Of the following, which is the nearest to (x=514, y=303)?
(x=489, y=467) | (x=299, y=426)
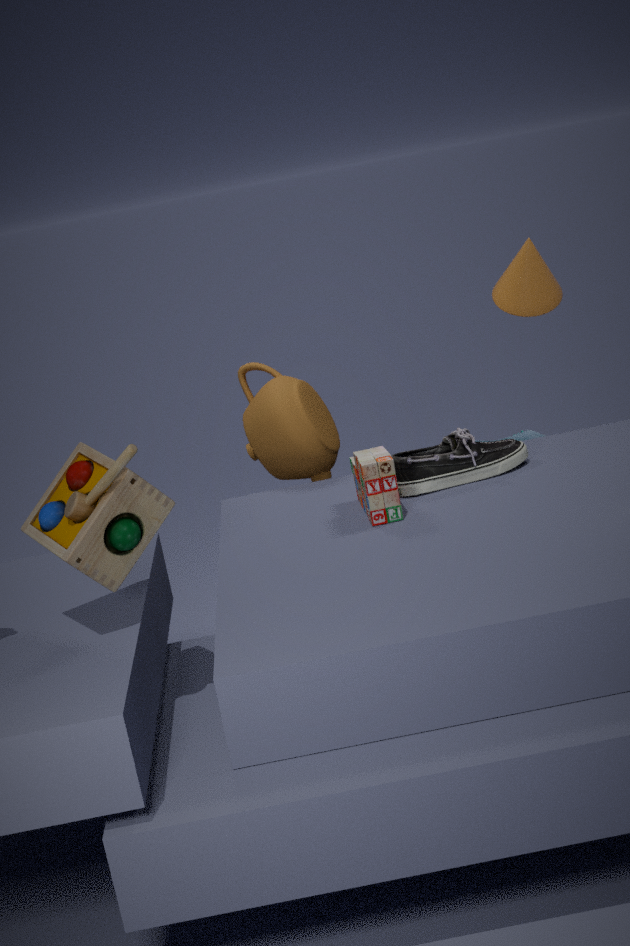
(x=489, y=467)
